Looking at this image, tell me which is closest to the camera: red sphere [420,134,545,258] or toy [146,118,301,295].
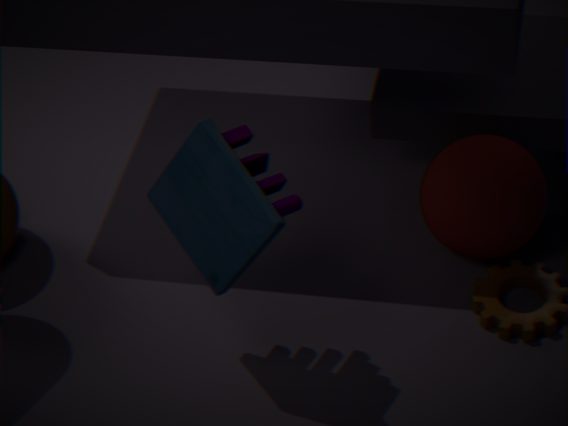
toy [146,118,301,295]
